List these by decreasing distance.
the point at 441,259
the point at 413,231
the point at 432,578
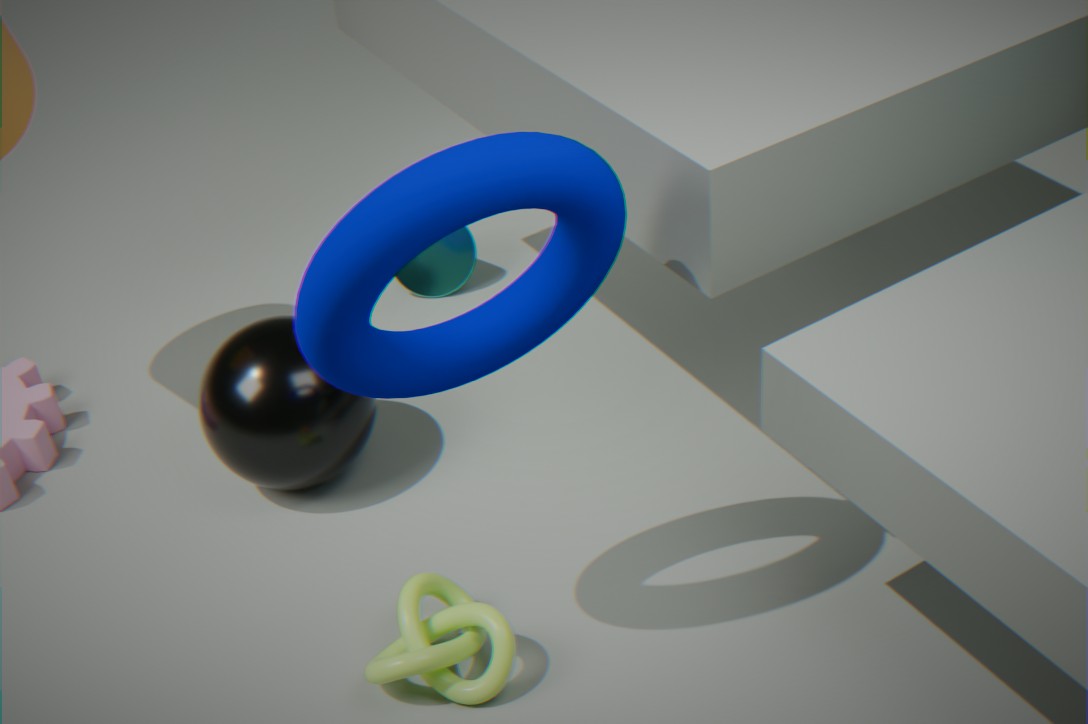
the point at 441,259 < the point at 432,578 < the point at 413,231
